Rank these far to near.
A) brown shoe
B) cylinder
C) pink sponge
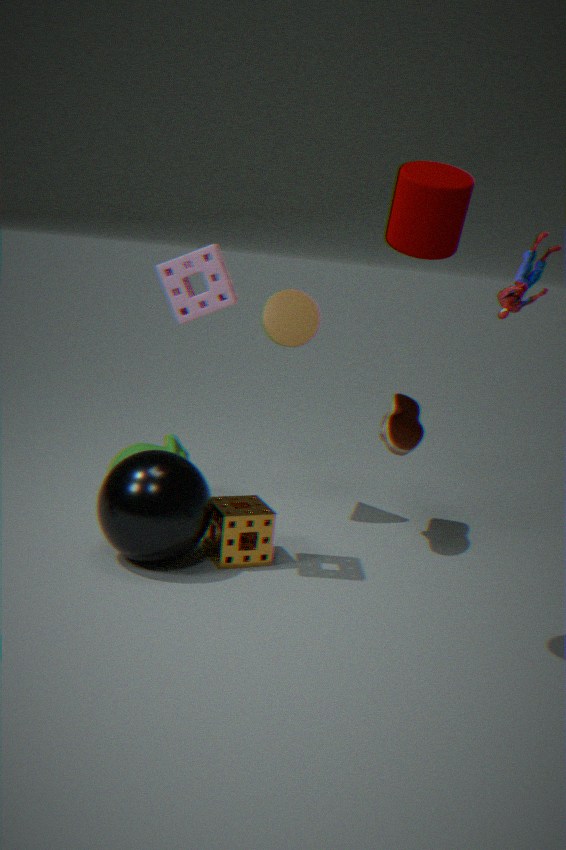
brown shoe
pink sponge
cylinder
